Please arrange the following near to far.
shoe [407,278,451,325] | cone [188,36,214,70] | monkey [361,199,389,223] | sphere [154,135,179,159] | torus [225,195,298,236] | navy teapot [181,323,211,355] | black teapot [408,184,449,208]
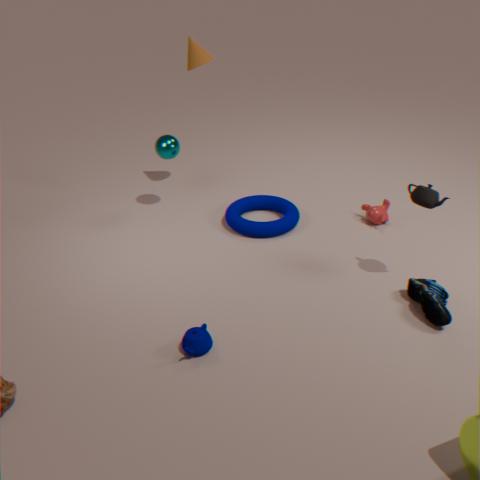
navy teapot [181,323,211,355]
shoe [407,278,451,325]
black teapot [408,184,449,208]
torus [225,195,298,236]
cone [188,36,214,70]
monkey [361,199,389,223]
sphere [154,135,179,159]
